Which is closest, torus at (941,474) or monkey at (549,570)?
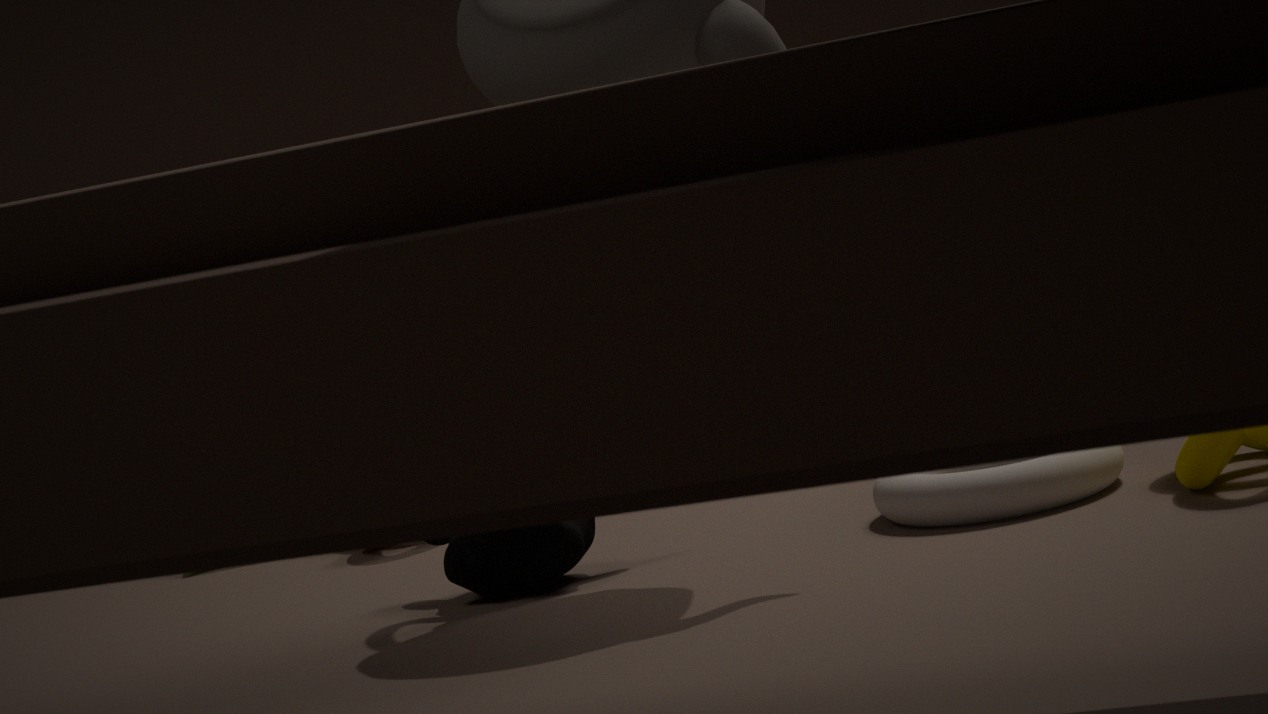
torus at (941,474)
